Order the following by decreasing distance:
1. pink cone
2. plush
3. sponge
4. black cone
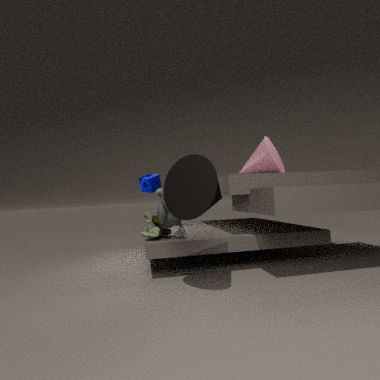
sponge < pink cone < plush < black cone
